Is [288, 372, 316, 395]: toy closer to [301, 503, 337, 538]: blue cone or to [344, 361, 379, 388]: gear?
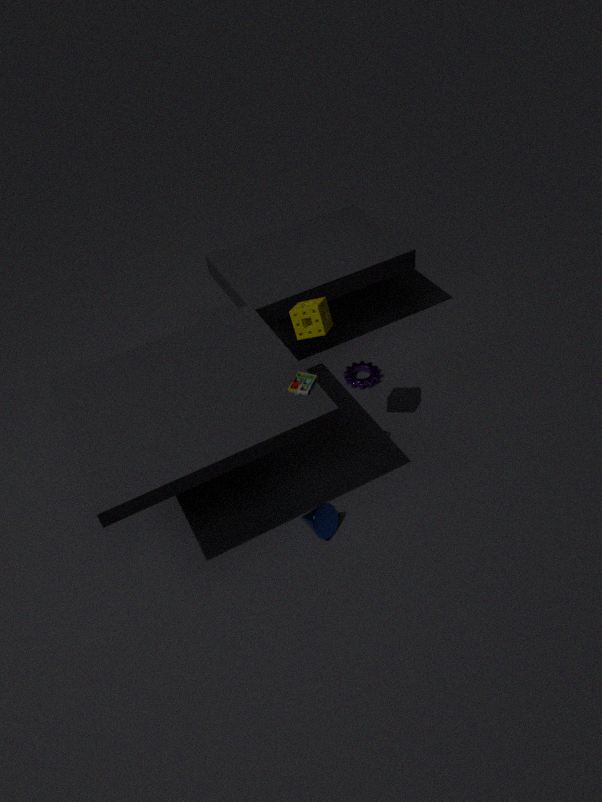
[301, 503, 337, 538]: blue cone
